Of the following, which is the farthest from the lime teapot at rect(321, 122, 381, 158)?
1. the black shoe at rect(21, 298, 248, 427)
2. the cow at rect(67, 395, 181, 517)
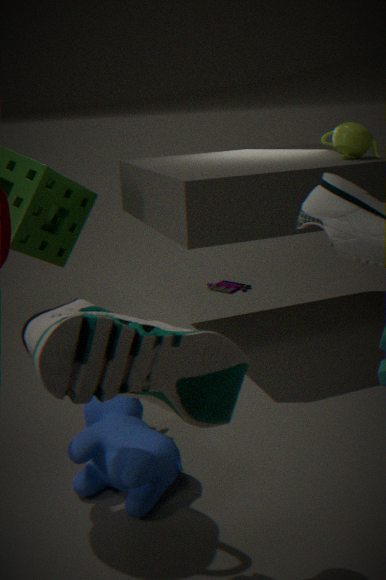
the black shoe at rect(21, 298, 248, 427)
